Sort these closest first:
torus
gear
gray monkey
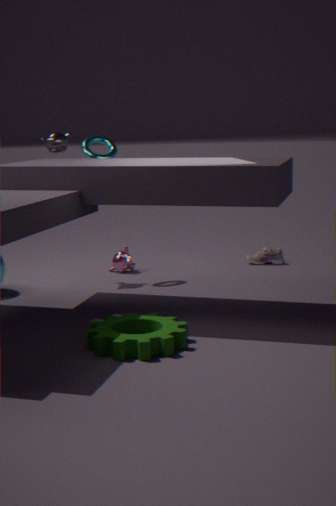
gear → gray monkey → torus
